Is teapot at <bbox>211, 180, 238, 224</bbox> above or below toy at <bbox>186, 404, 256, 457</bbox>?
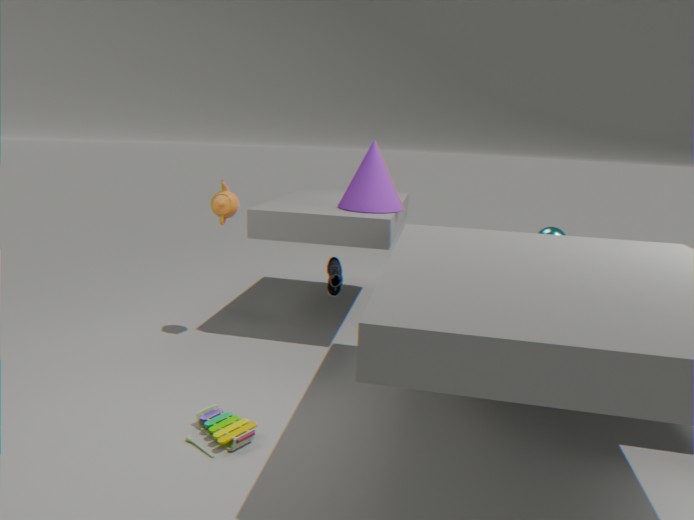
above
